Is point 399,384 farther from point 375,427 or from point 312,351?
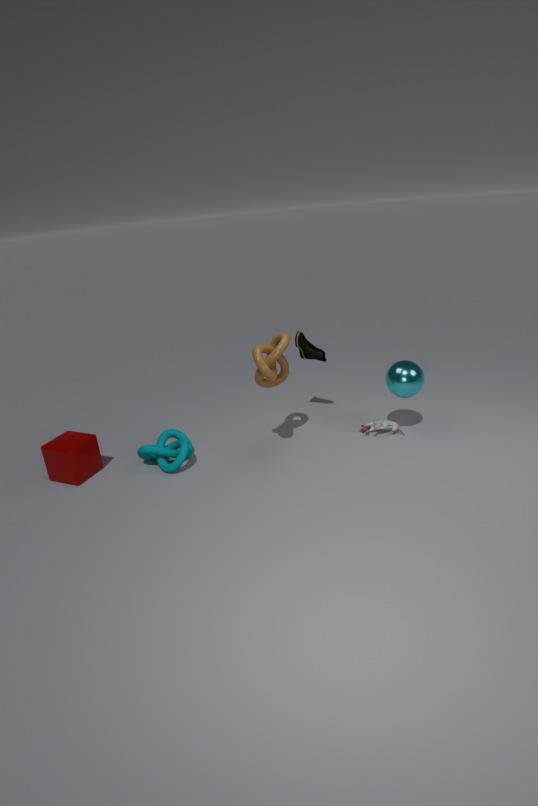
point 312,351
